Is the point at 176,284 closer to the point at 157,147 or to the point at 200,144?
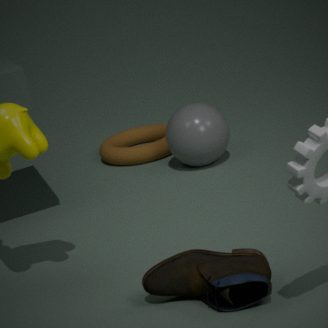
the point at 200,144
